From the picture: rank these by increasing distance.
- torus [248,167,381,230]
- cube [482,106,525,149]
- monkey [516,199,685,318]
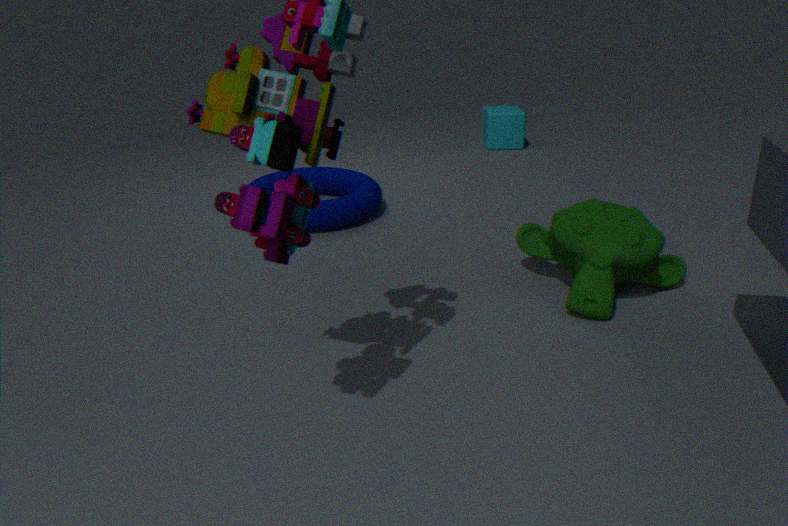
monkey [516,199,685,318]
torus [248,167,381,230]
cube [482,106,525,149]
